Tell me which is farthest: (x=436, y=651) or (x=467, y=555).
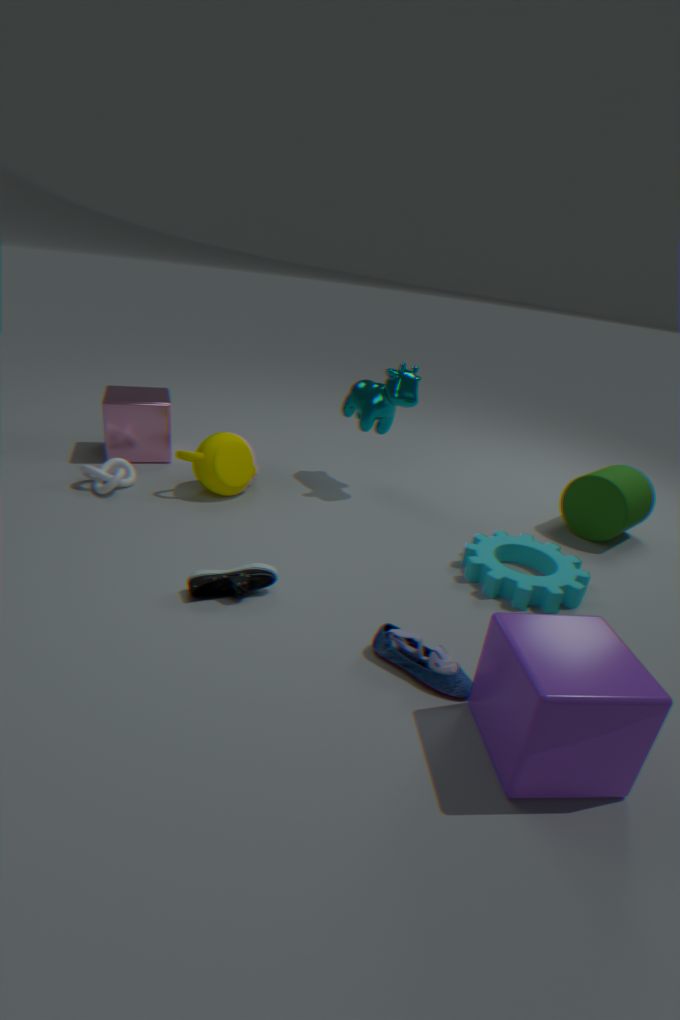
(x=467, y=555)
